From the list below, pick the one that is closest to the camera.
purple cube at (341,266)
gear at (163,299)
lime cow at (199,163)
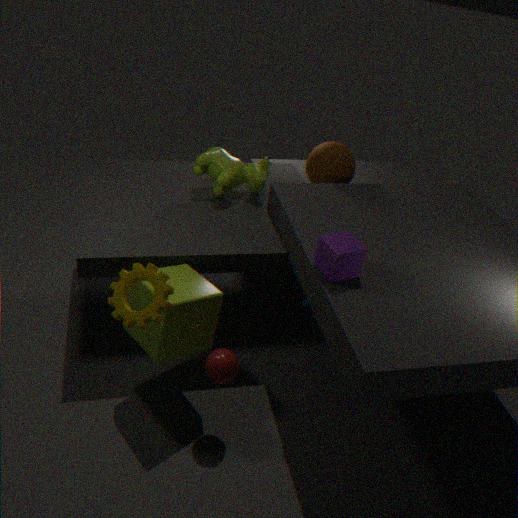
gear at (163,299)
